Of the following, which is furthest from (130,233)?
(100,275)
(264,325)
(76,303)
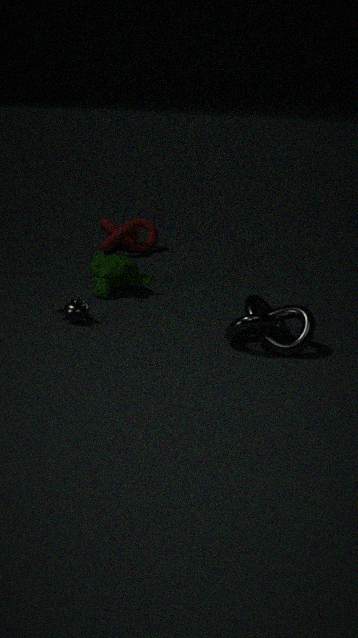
(264,325)
